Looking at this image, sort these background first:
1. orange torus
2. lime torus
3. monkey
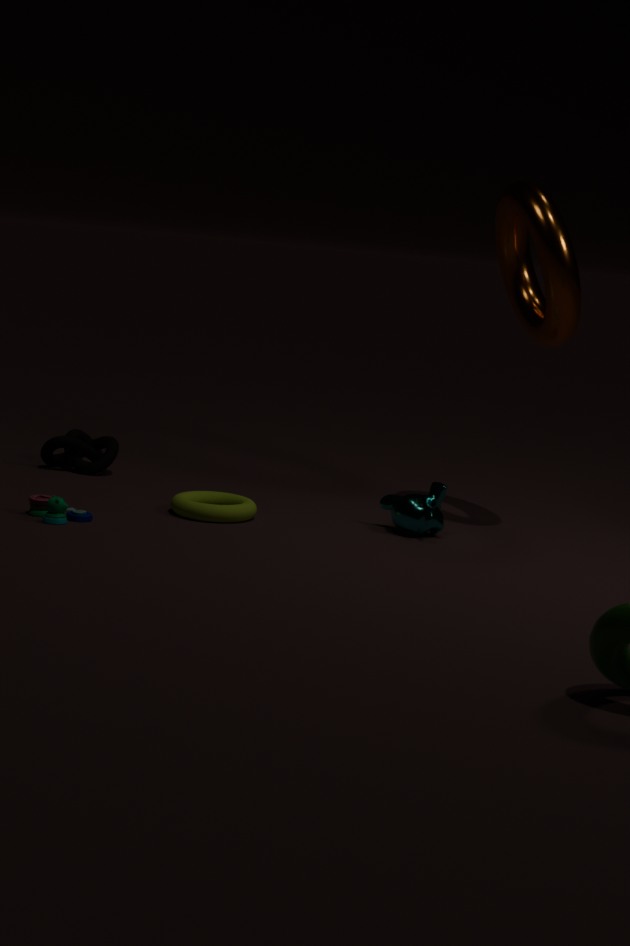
monkey, lime torus, orange torus
